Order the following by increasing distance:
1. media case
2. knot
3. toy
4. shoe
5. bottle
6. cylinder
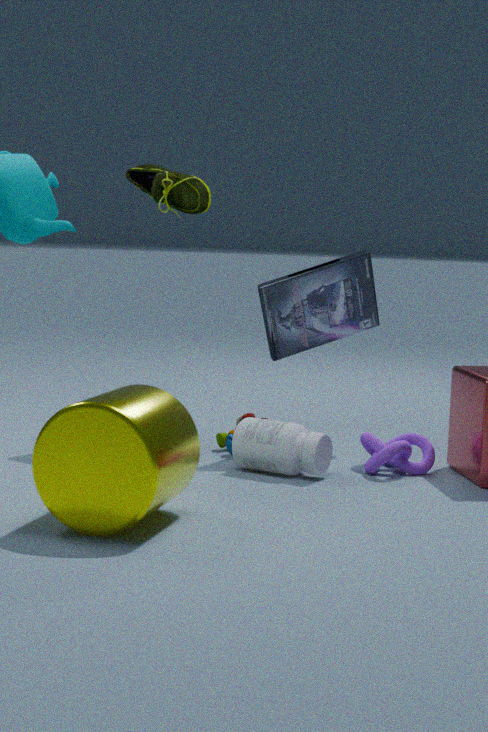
cylinder → bottle → knot → shoe → toy → media case
